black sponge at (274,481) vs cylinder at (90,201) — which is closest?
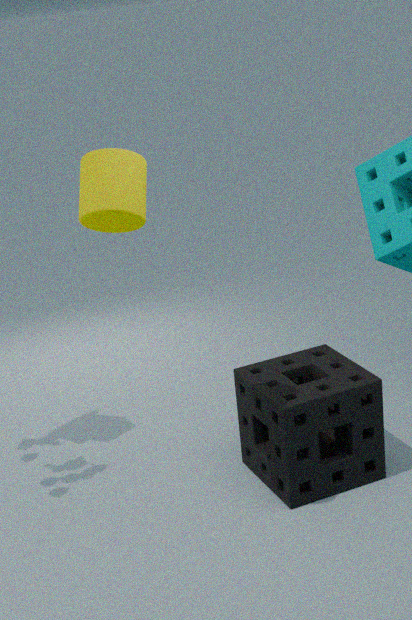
cylinder at (90,201)
